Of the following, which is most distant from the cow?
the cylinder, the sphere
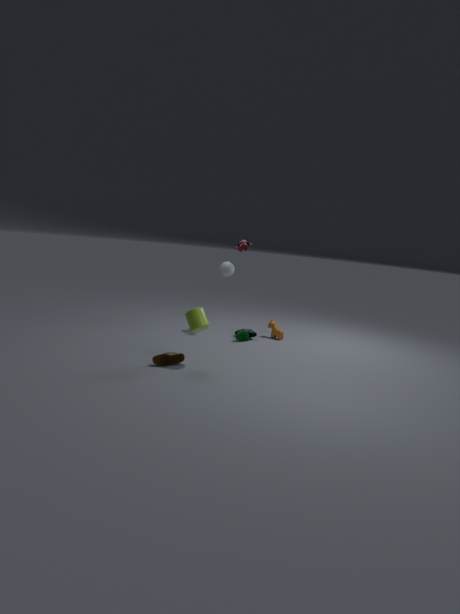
the cylinder
